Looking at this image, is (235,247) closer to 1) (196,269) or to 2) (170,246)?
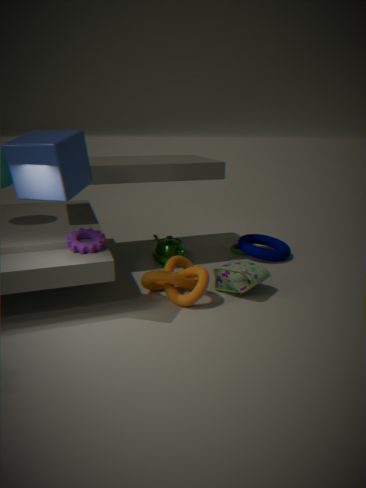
2) (170,246)
